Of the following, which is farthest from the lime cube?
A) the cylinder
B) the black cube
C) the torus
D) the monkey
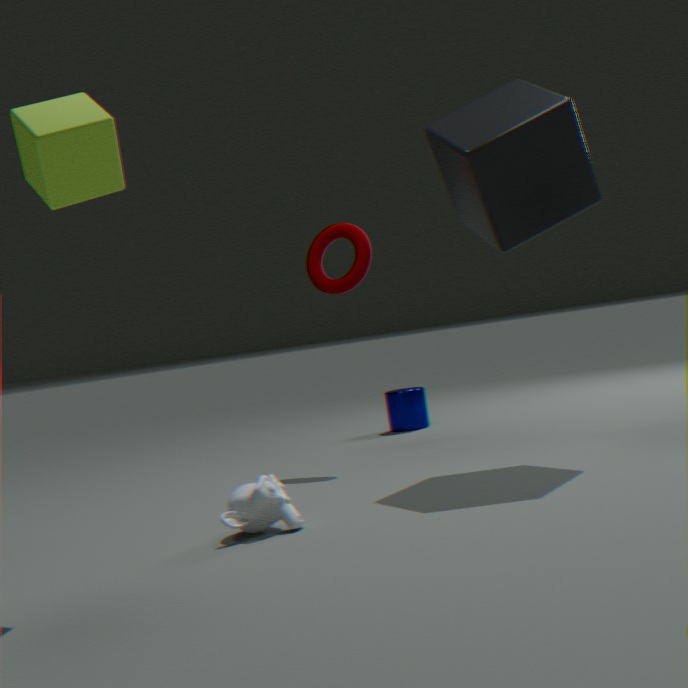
the cylinder
